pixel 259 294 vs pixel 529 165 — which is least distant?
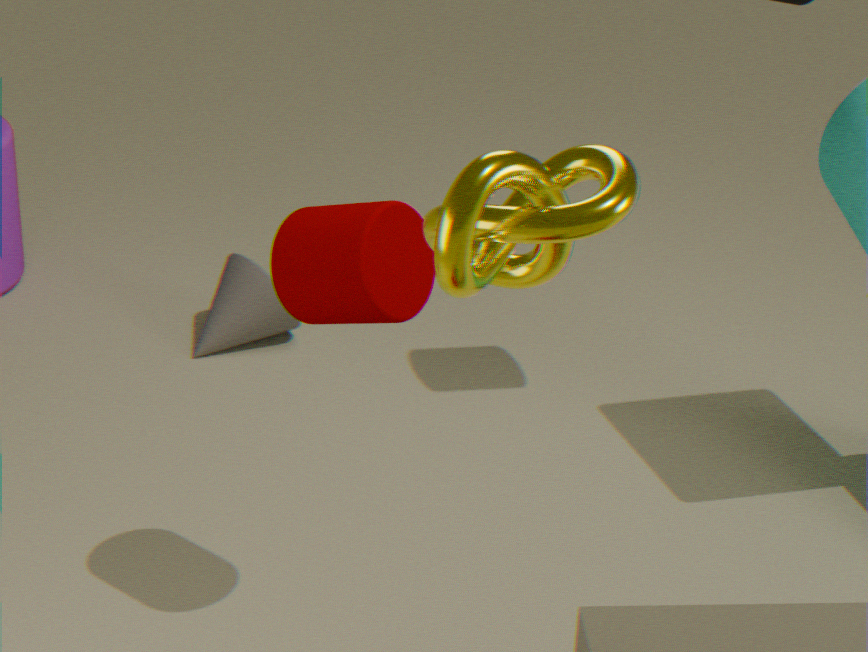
pixel 529 165
